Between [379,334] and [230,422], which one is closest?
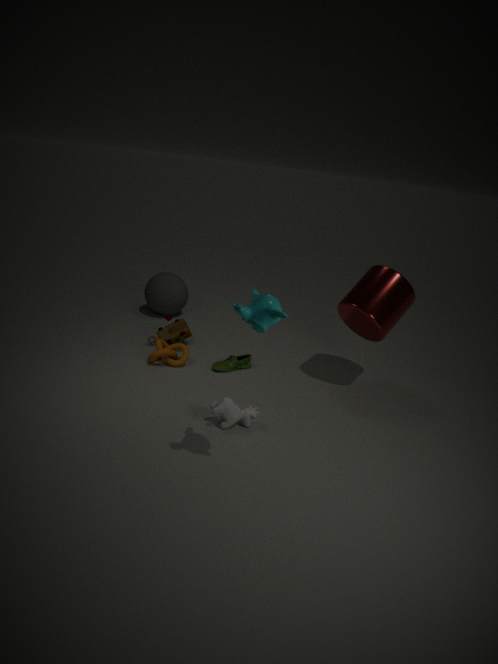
[230,422]
